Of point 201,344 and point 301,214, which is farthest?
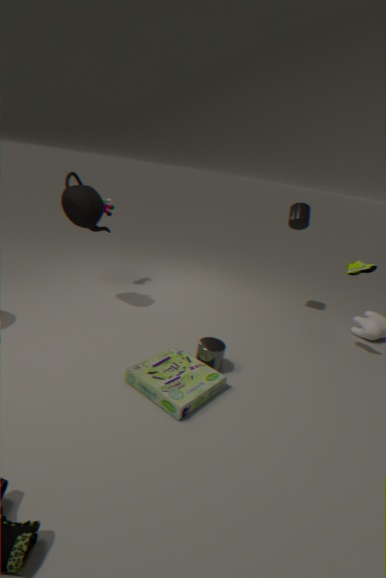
point 301,214
